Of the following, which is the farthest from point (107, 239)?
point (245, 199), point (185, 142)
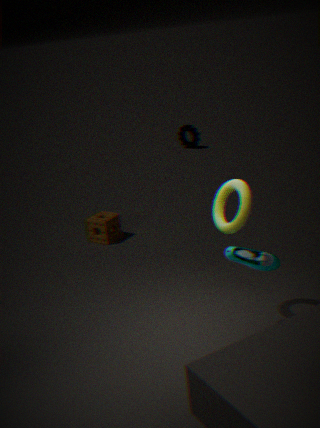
point (185, 142)
